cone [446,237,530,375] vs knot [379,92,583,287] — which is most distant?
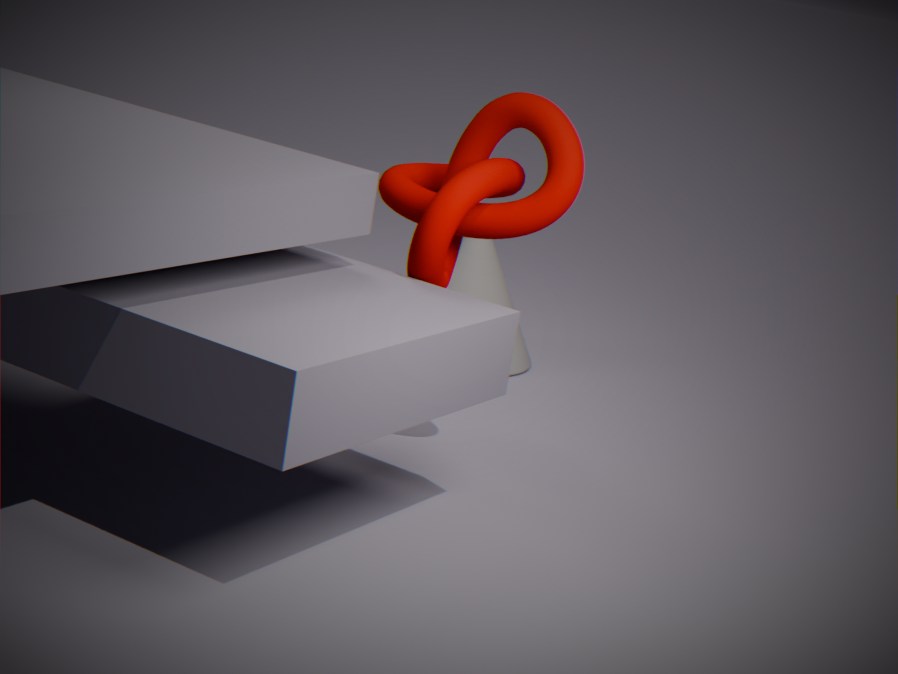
cone [446,237,530,375]
